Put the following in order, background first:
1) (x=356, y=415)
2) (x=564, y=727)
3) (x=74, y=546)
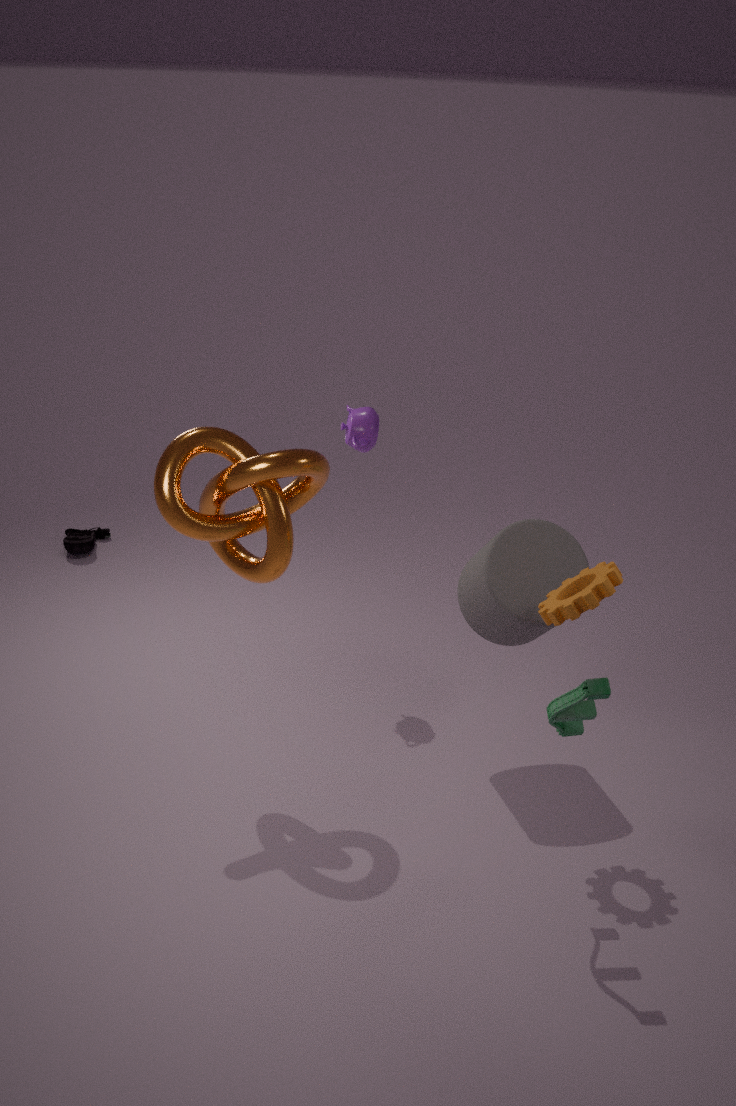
1. 3. (x=74, y=546)
2. 1. (x=356, y=415)
3. 2. (x=564, y=727)
